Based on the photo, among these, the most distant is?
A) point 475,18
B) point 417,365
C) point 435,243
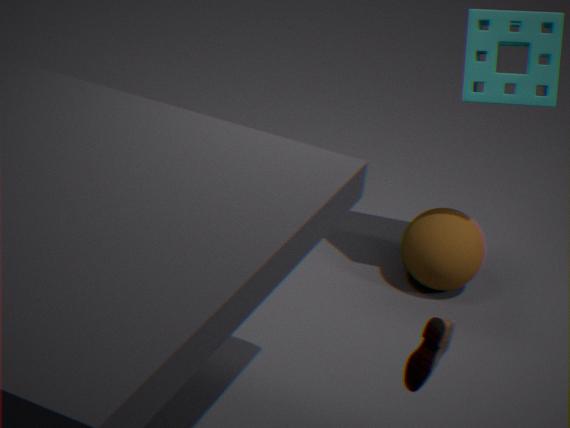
point 435,243
